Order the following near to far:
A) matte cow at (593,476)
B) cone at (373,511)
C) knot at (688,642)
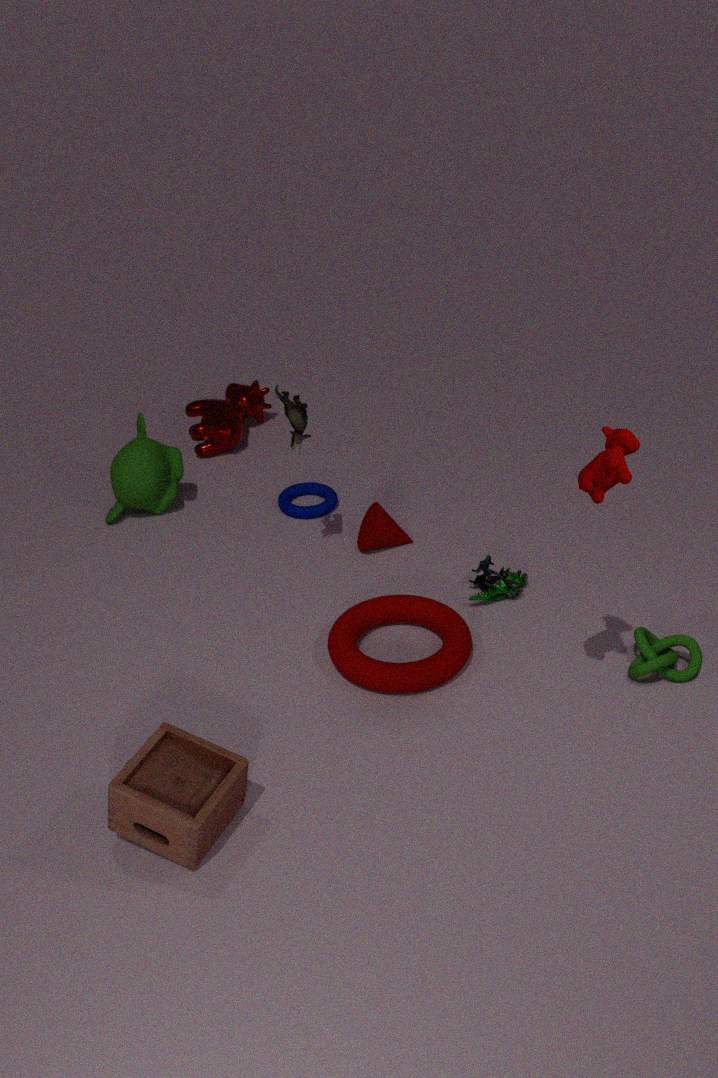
A. matte cow at (593,476) < C. knot at (688,642) < B. cone at (373,511)
